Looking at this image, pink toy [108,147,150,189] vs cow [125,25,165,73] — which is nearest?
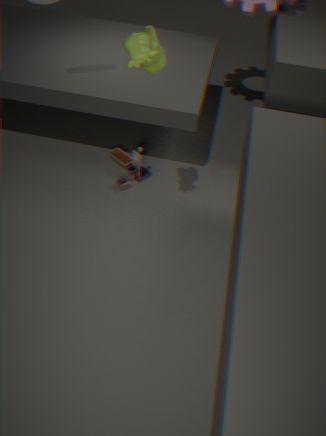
cow [125,25,165,73]
